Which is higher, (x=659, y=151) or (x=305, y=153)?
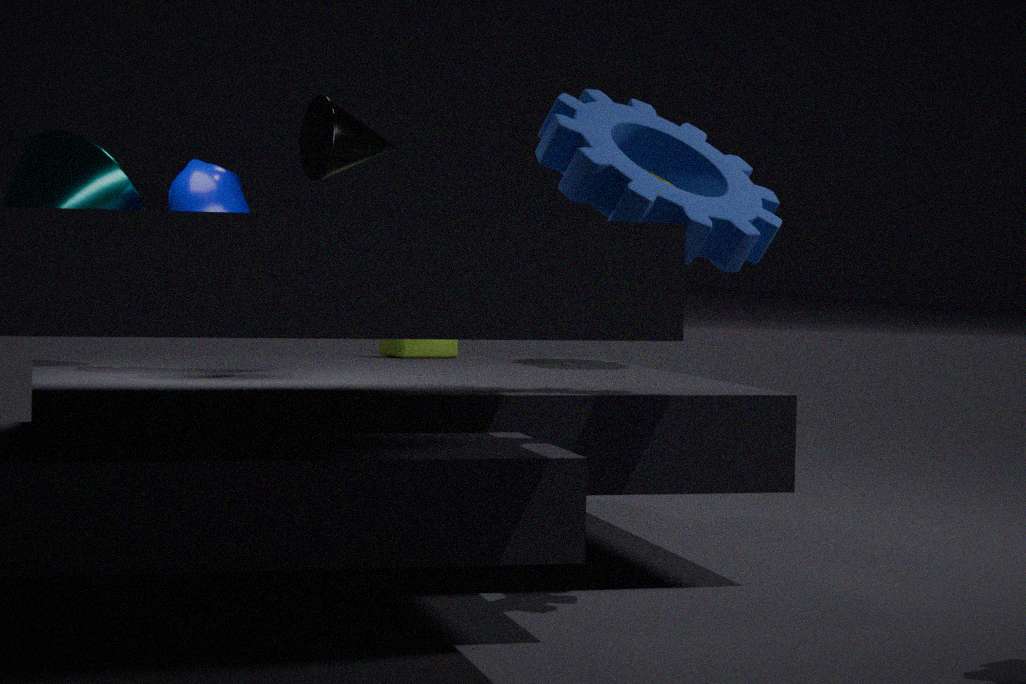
(x=305, y=153)
